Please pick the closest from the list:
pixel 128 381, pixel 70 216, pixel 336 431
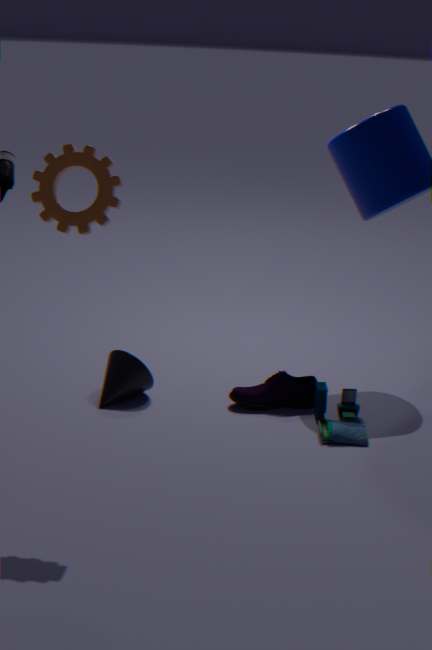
pixel 70 216
